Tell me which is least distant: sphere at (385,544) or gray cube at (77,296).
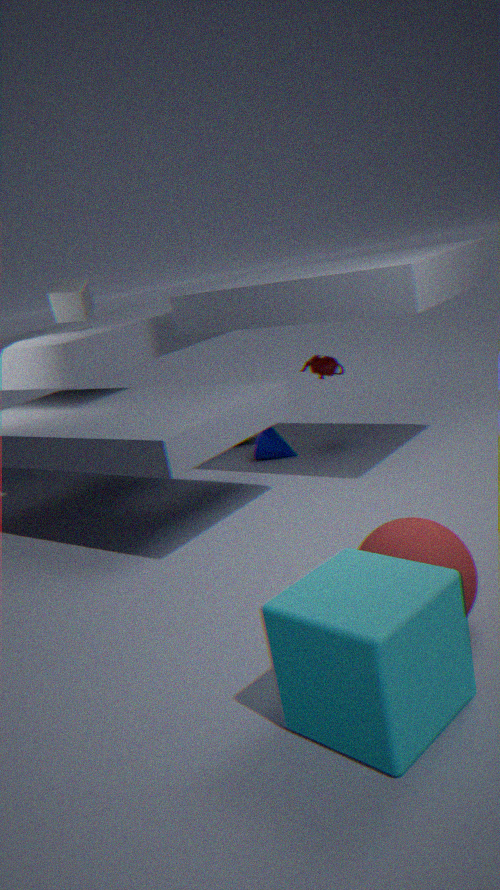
sphere at (385,544)
